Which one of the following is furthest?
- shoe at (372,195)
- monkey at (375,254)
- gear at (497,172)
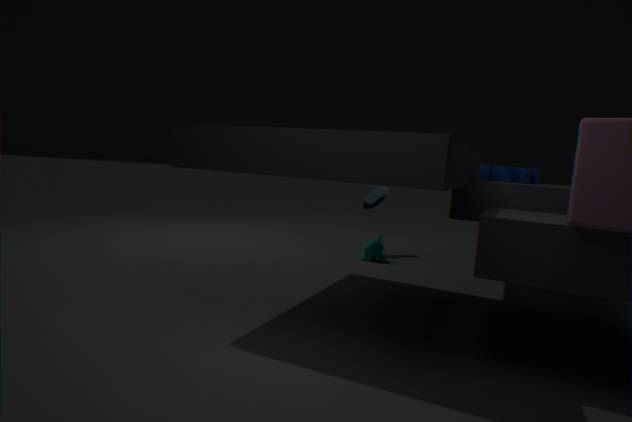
shoe at (372,195)
